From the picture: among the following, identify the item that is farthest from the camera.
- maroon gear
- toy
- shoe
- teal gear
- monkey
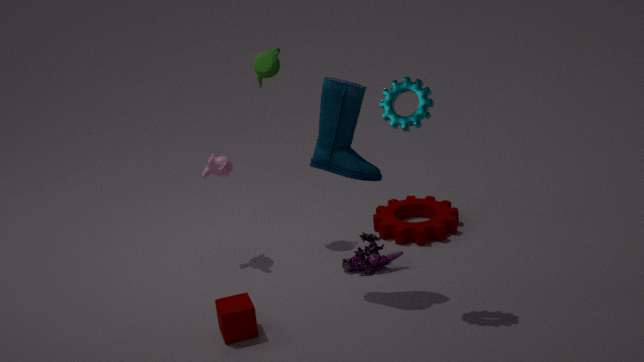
maroon gear
